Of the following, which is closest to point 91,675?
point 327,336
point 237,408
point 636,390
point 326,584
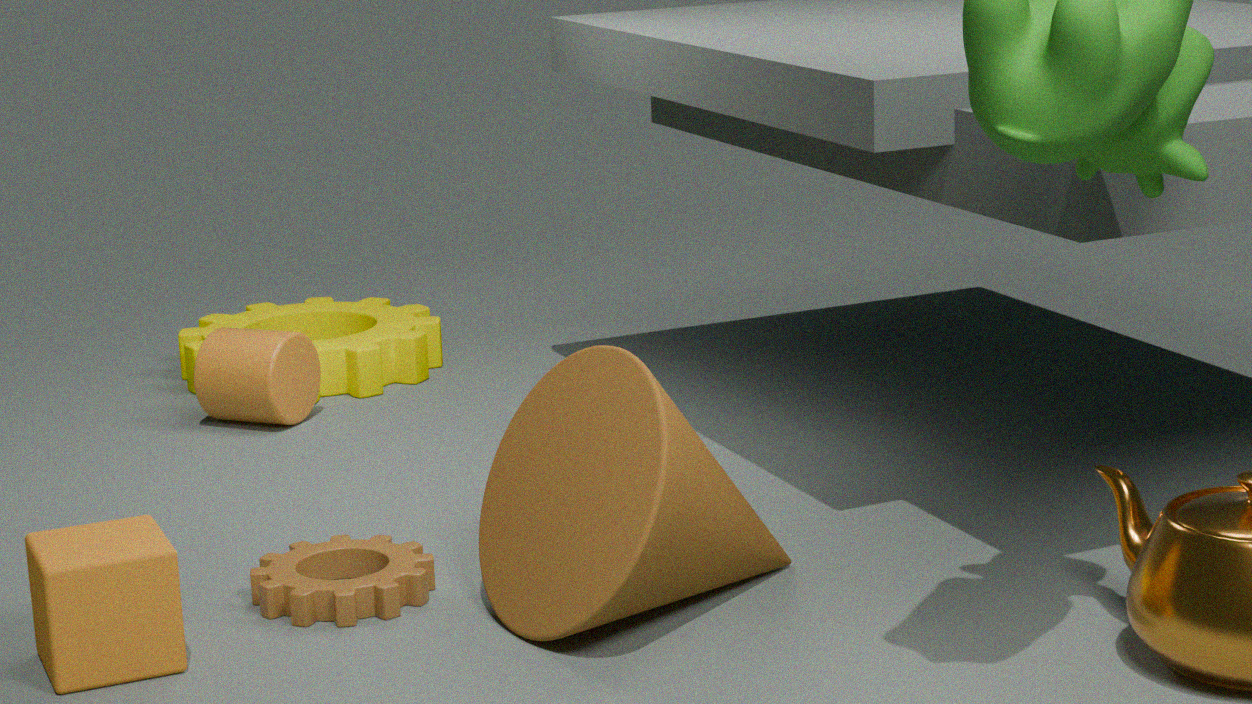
point 326,584
